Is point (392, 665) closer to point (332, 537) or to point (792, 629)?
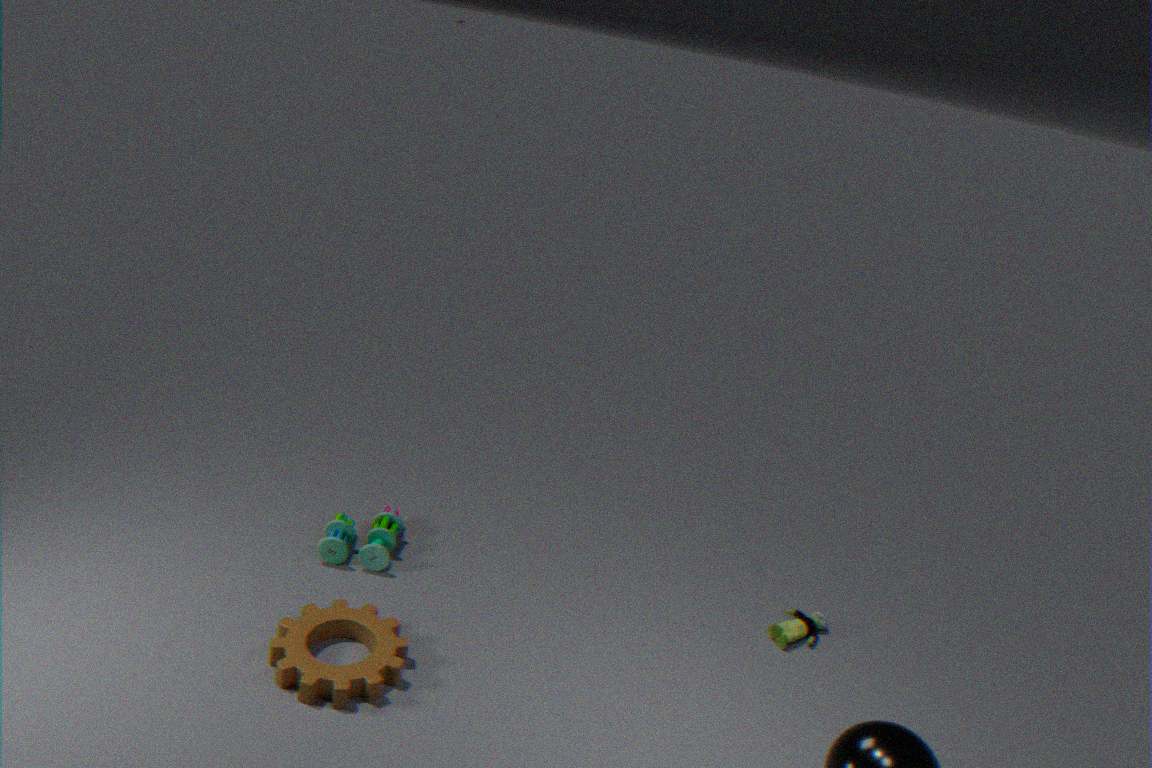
point (332, 537)
